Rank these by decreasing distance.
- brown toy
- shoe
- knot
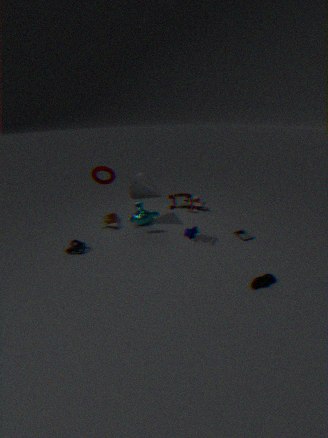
brown toy, knot, shoe
